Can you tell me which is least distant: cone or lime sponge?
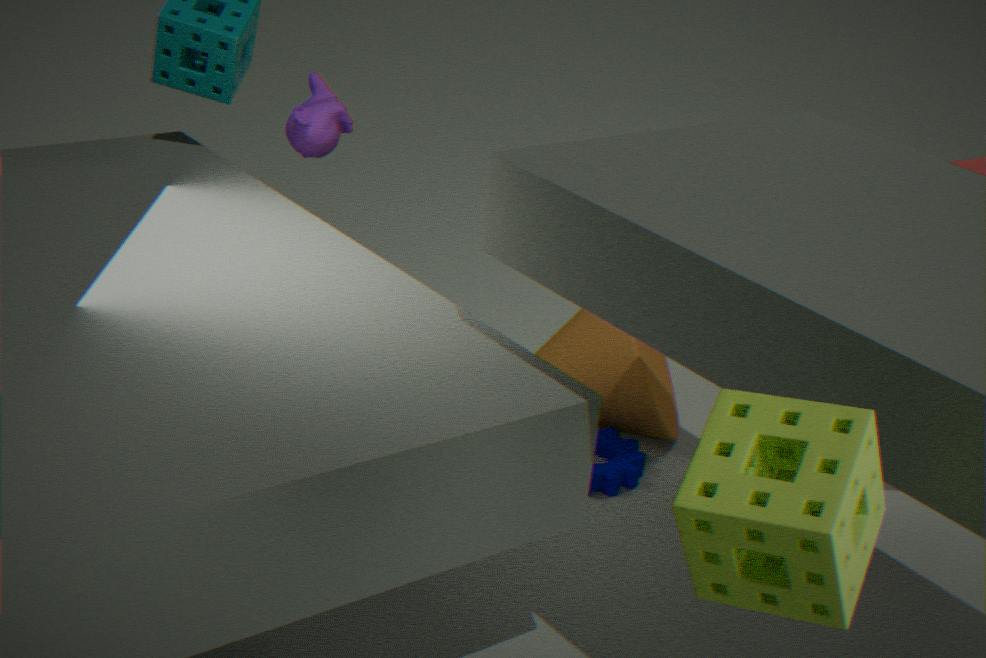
lime sponge
